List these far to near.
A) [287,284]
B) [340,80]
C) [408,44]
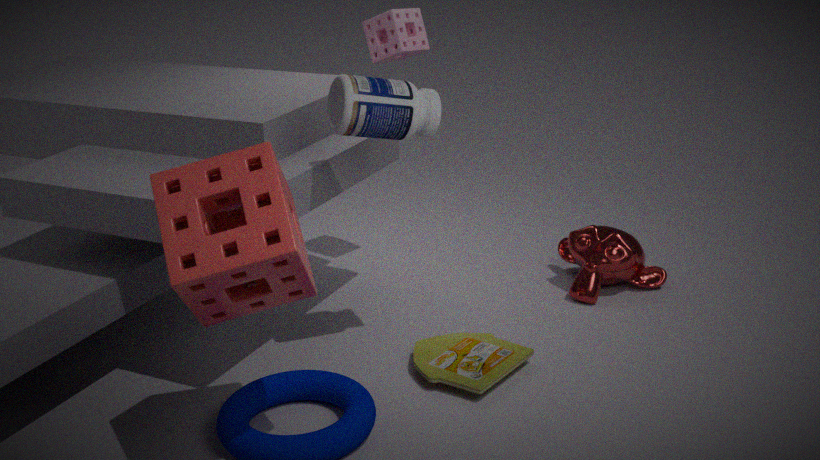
[408,44], [340,80], [287,284]
